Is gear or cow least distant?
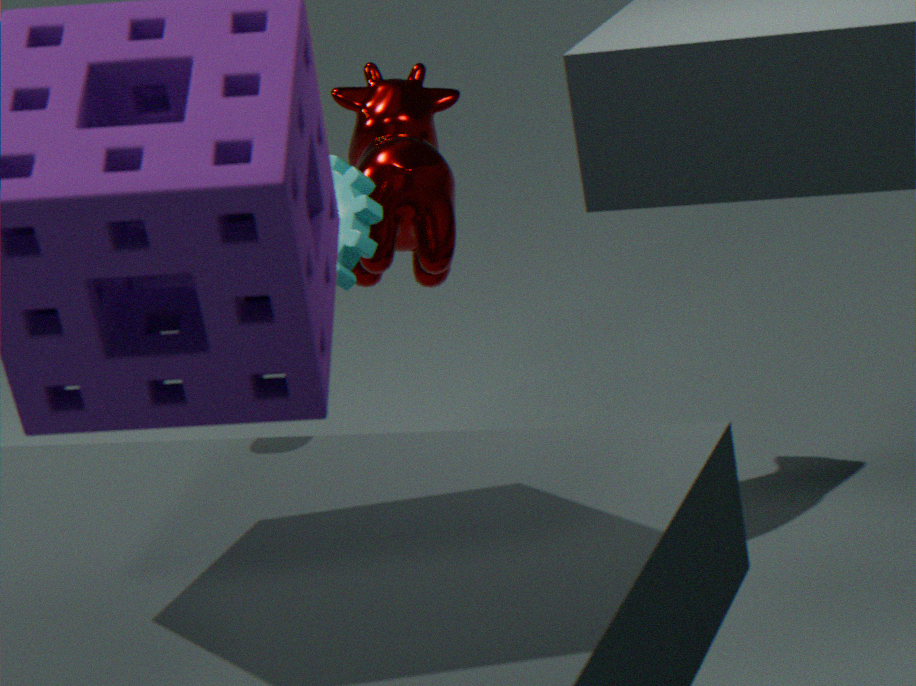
gear
